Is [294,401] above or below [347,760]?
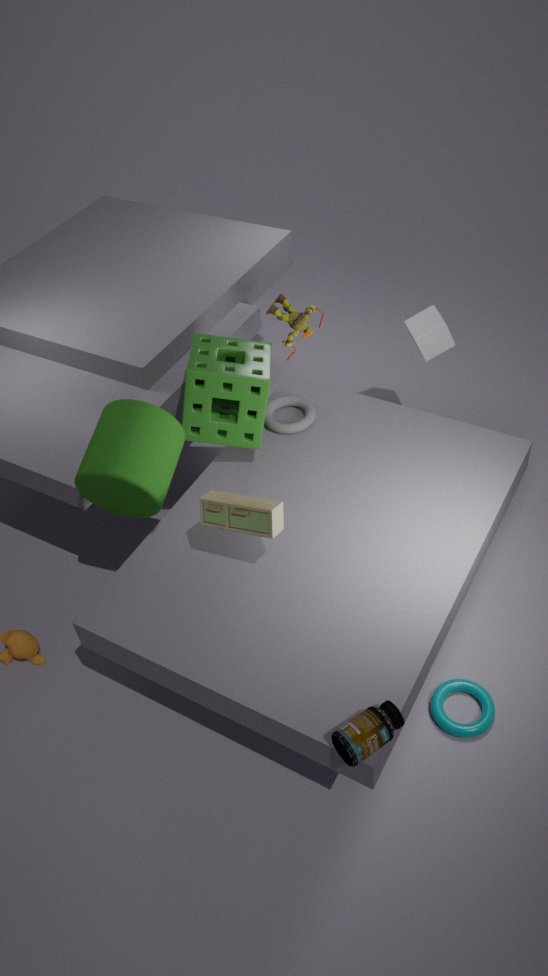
below
